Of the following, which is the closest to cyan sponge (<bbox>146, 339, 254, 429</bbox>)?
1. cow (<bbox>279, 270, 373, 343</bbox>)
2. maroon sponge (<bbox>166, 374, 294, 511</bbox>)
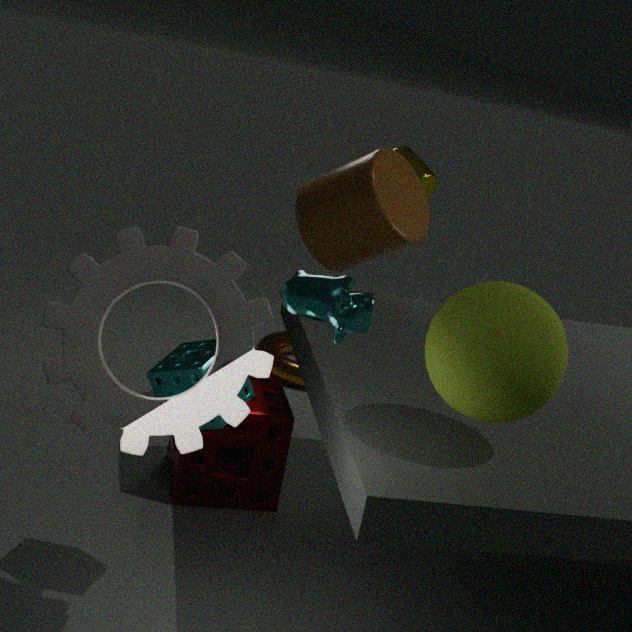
cow (<bbox>279, 270, 373, 343</bbox>)
